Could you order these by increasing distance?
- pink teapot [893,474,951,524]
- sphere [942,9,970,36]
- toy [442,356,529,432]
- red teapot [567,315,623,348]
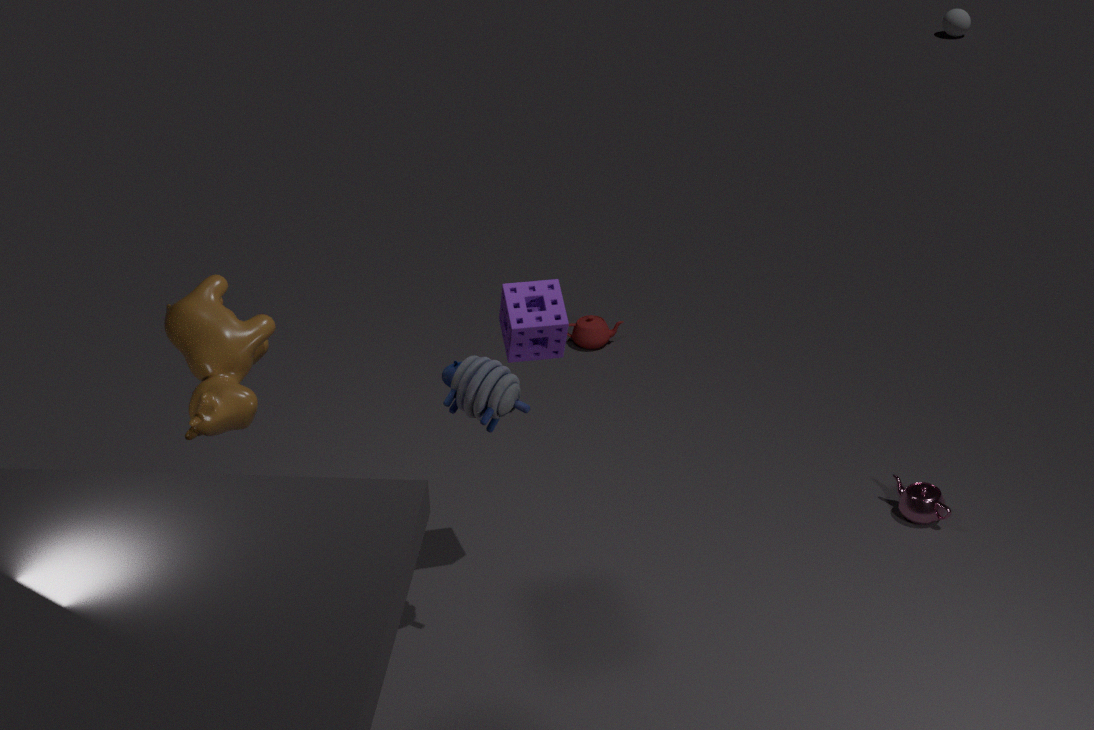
toy [442,356,529,432]
pink teapot [893,474,951,524]
red teapot [567,315,623,348]
sphere [942,9,970,36]
